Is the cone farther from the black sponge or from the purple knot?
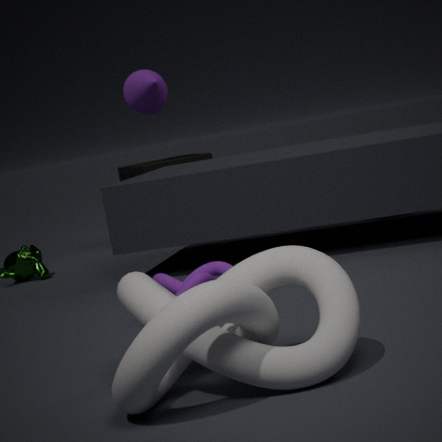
the purple knot
